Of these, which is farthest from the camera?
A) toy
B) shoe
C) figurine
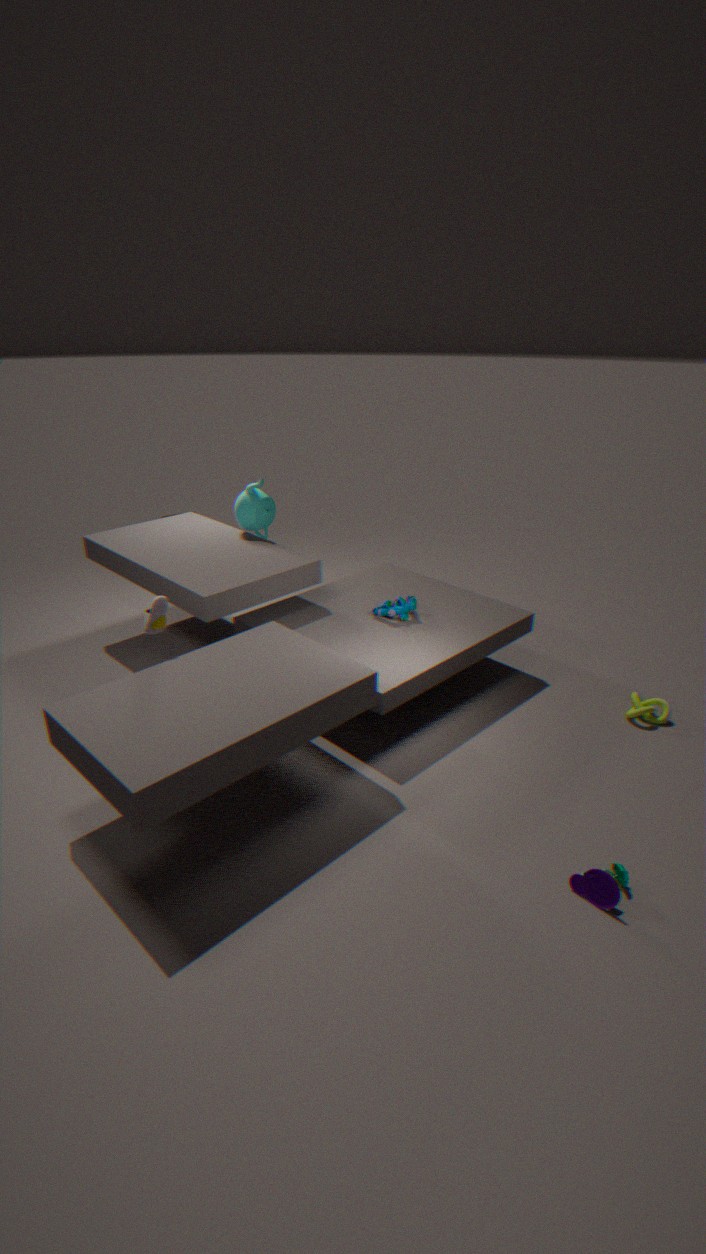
figurine
